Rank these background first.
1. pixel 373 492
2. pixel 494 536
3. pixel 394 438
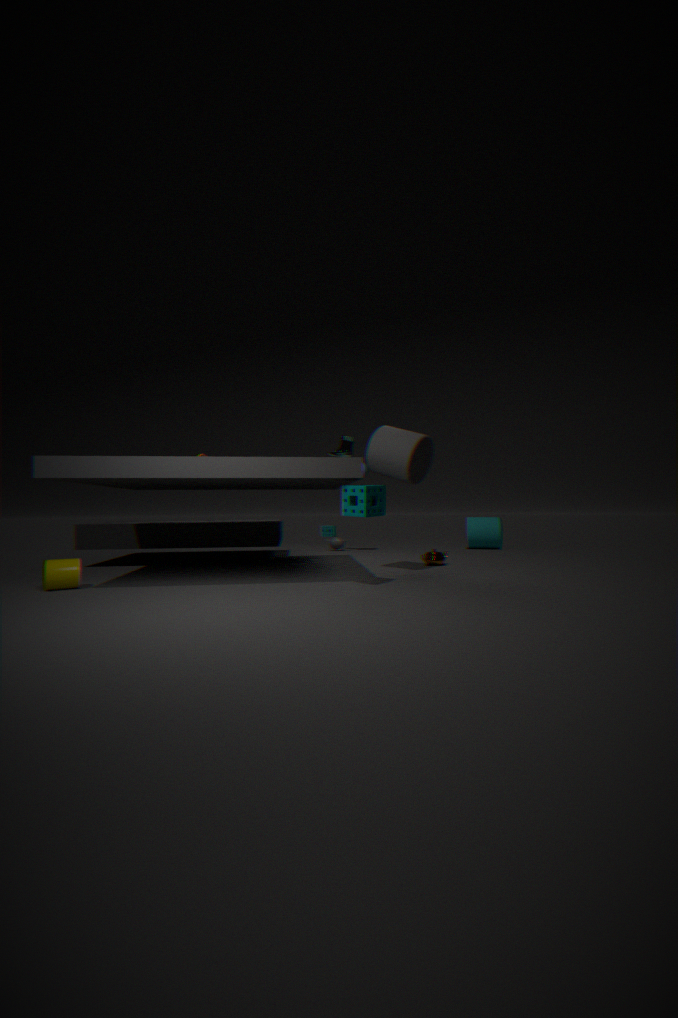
pixel 494 536
pixel 394 438
pixel 373 492
